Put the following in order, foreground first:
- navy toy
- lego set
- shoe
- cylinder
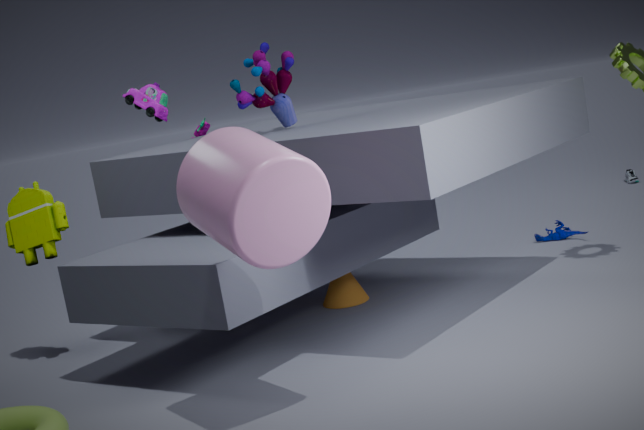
A: 1. cylinder
2. lego set
3. navy toy
4. shoe
